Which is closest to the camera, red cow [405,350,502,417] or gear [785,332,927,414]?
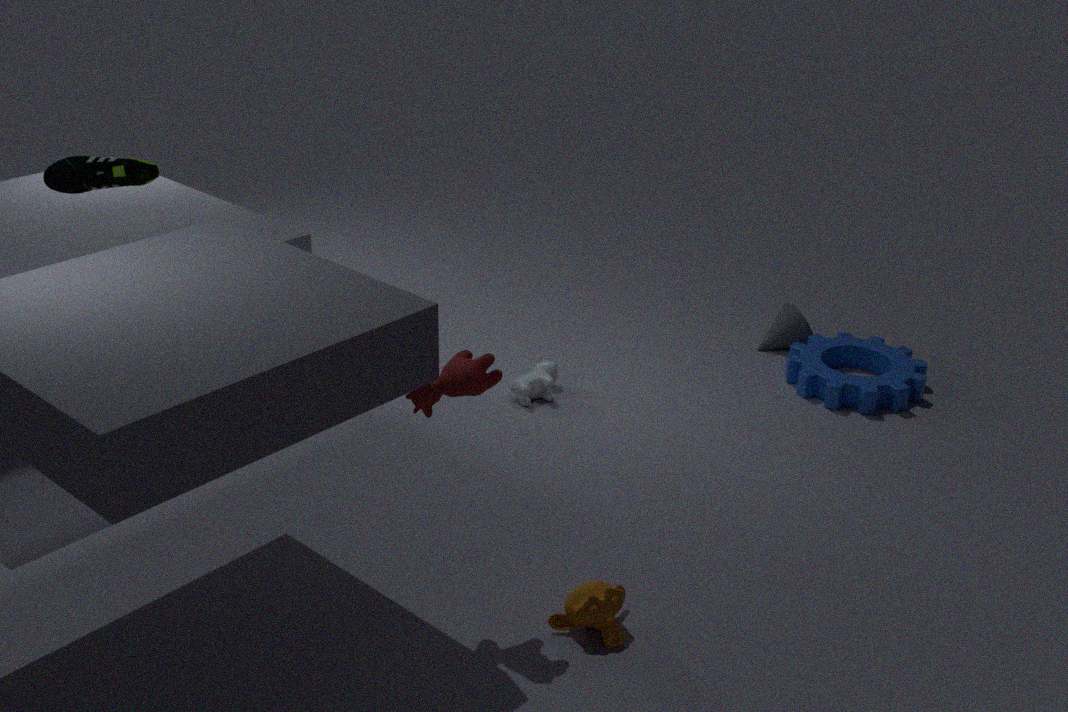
red cow [405,350,502,417]
